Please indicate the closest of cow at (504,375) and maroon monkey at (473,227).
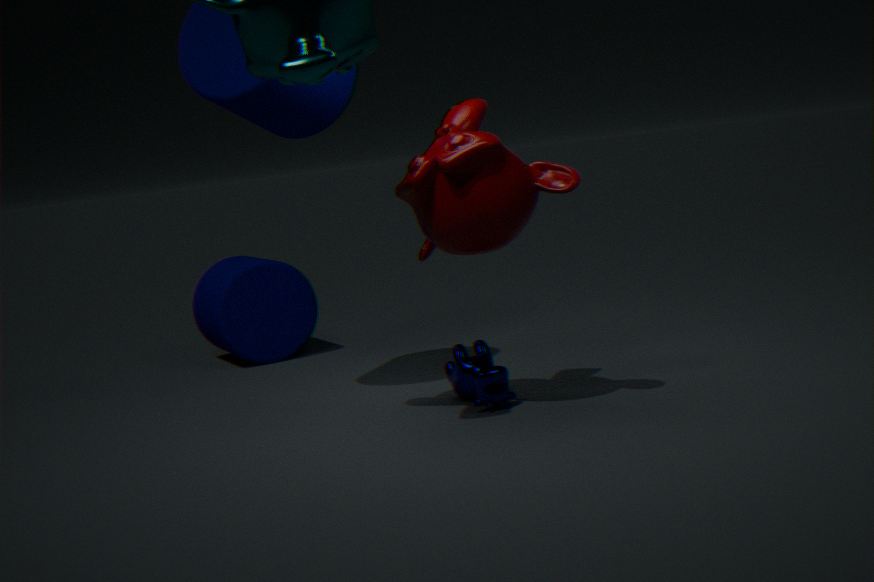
maroon monkey at (473,227)
